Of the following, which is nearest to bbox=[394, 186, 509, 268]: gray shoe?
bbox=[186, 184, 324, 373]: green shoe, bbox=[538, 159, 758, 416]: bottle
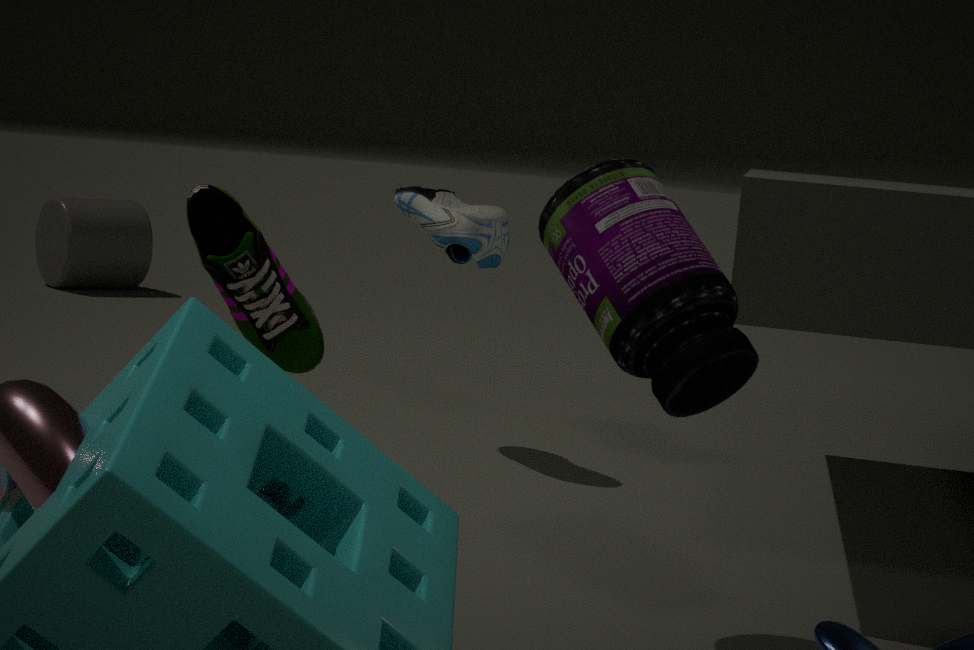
bbox=[538, 159, 758, 416]: bottle
